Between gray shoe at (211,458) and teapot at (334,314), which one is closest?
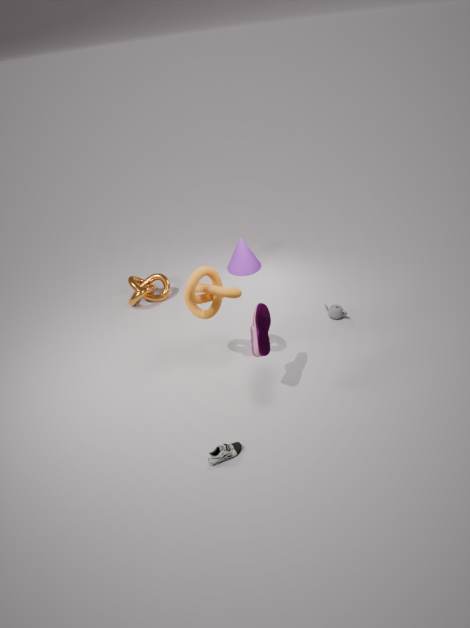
gray shoe at (211,458)
